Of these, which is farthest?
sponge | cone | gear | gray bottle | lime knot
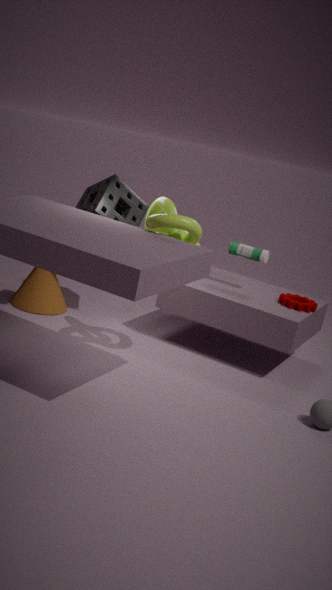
cone
